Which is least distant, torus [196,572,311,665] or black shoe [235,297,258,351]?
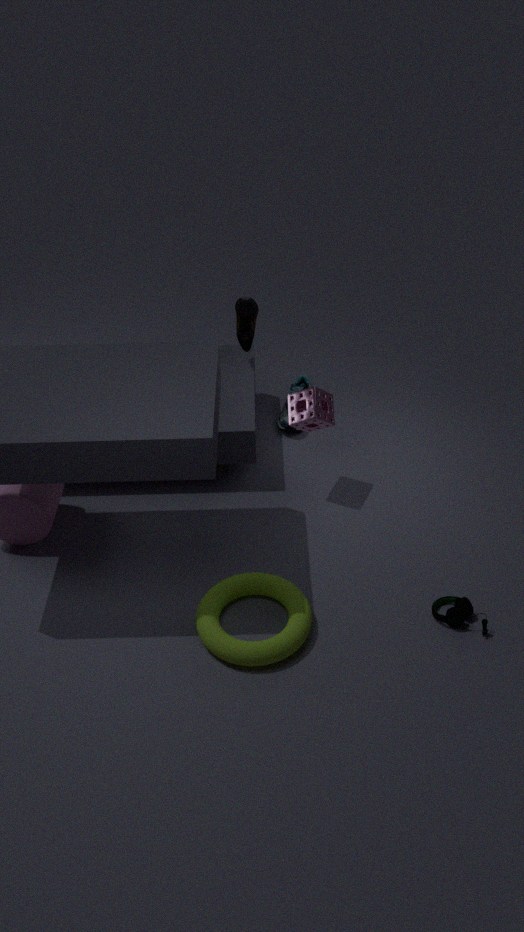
torus [196,572,311,665]
